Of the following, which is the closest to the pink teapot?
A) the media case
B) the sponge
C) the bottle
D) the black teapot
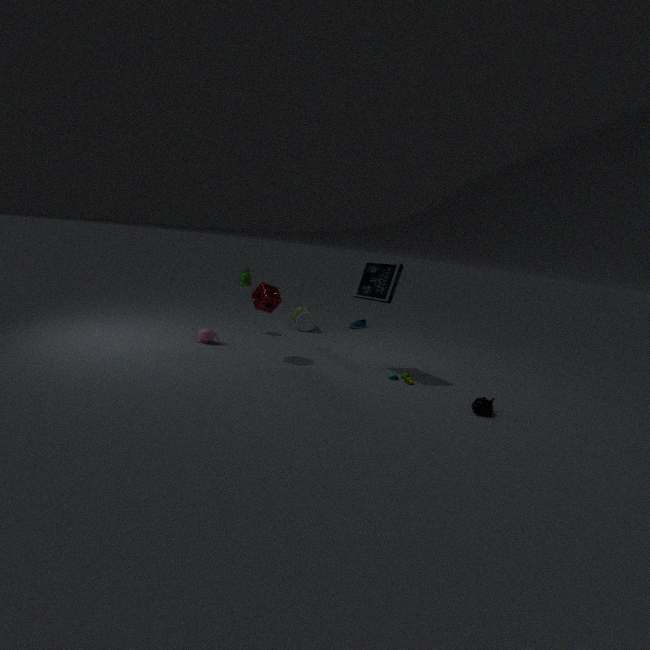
the sponge
